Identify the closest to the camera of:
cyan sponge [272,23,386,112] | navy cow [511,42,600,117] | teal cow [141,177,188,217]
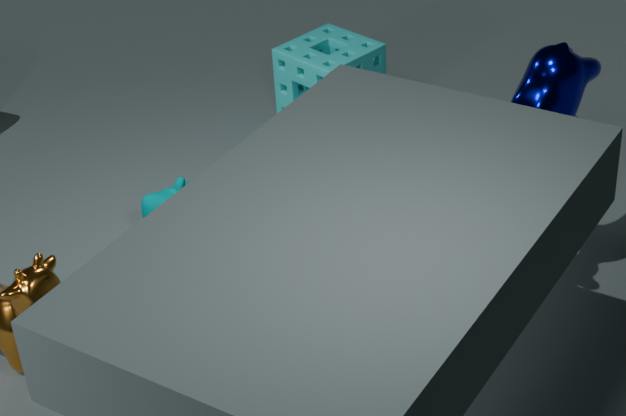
navy cow [511,42,600,117]
